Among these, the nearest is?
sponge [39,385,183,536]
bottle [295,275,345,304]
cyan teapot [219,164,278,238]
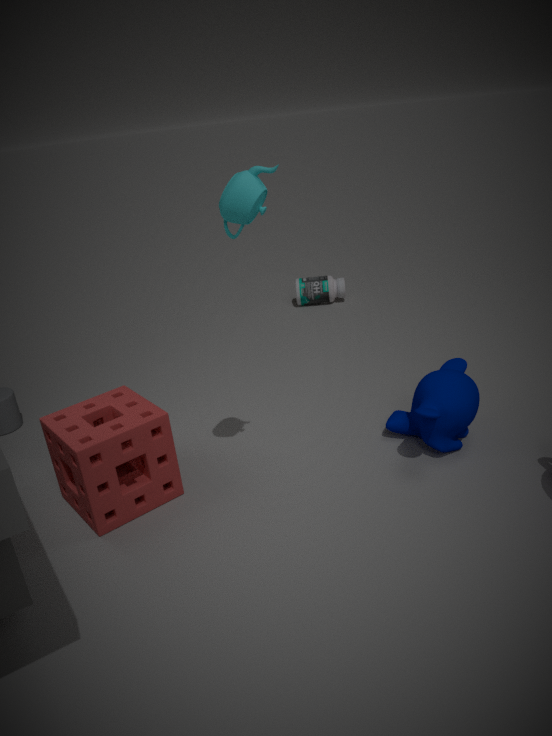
cyan teapot [219,164,278,238]
